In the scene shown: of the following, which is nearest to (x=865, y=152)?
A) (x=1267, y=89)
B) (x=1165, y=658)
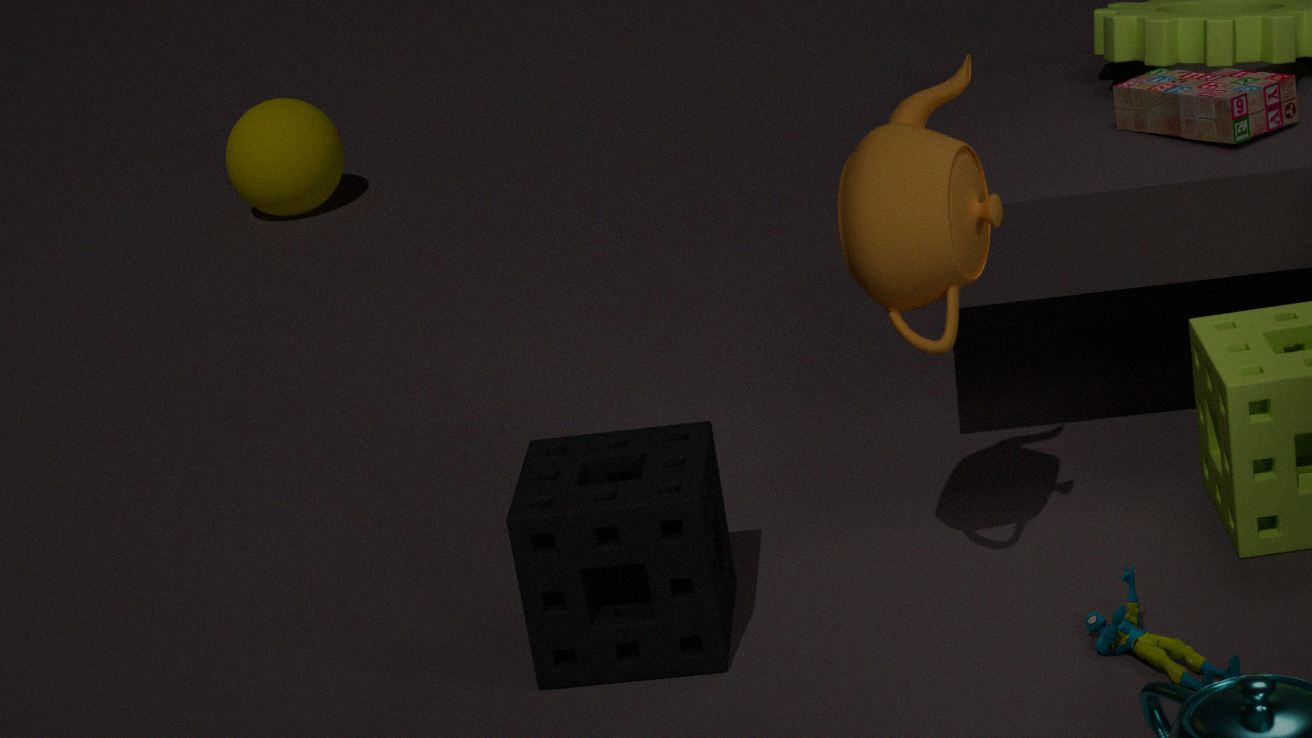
(x=1165, y=658)
